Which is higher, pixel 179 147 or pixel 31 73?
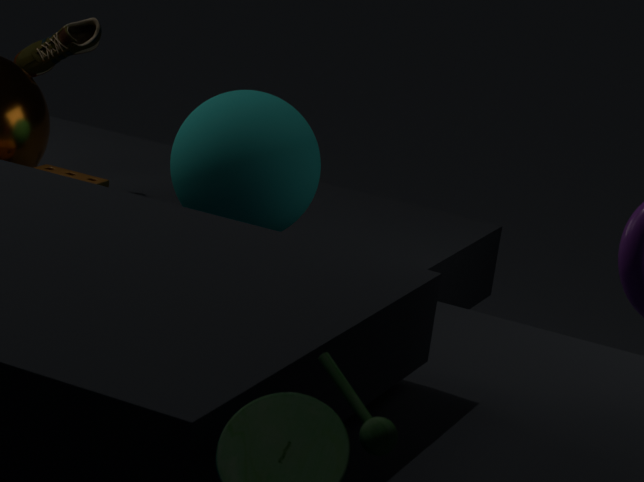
pixel 31 73
